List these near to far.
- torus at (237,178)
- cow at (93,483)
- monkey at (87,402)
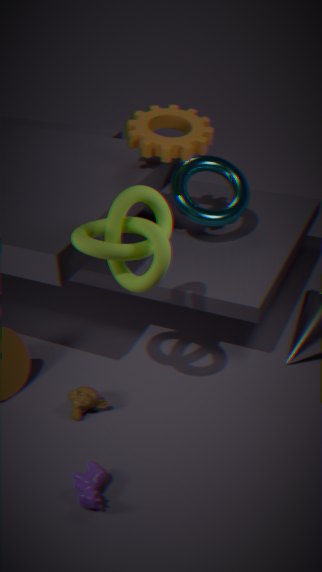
cow at (93,483)
monkey at (87,402)
torus at (237,178)
